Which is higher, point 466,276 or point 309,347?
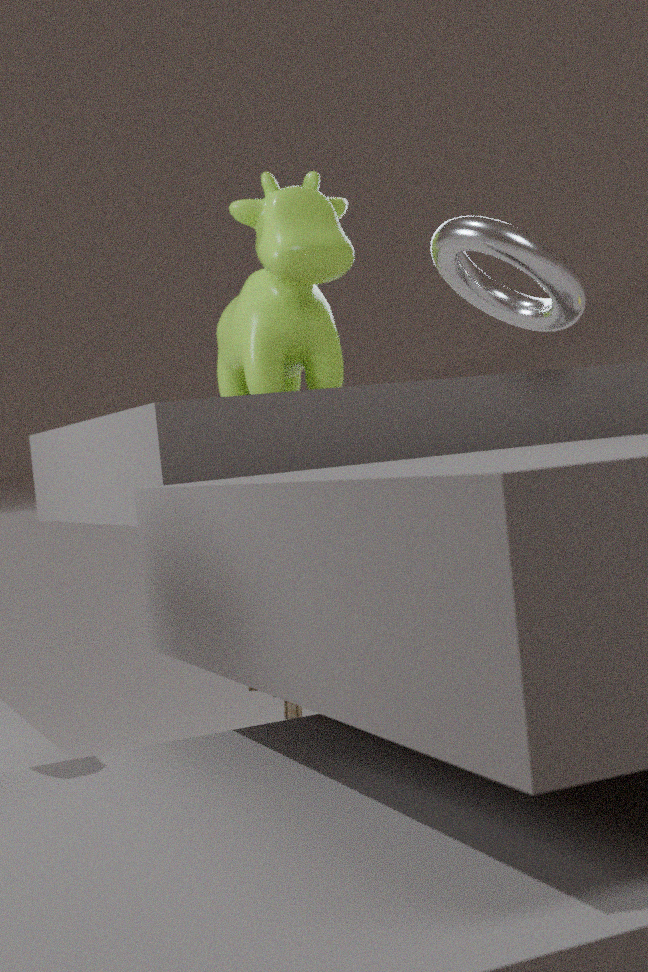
point 309,347
